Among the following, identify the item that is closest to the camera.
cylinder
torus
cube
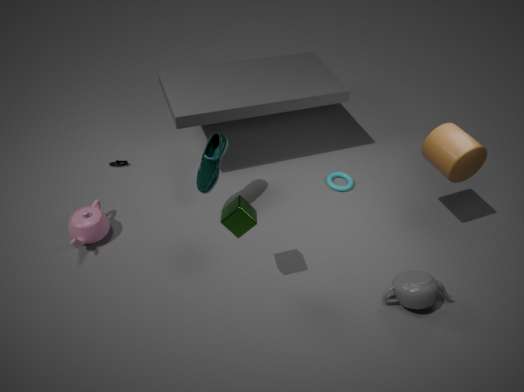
cube
